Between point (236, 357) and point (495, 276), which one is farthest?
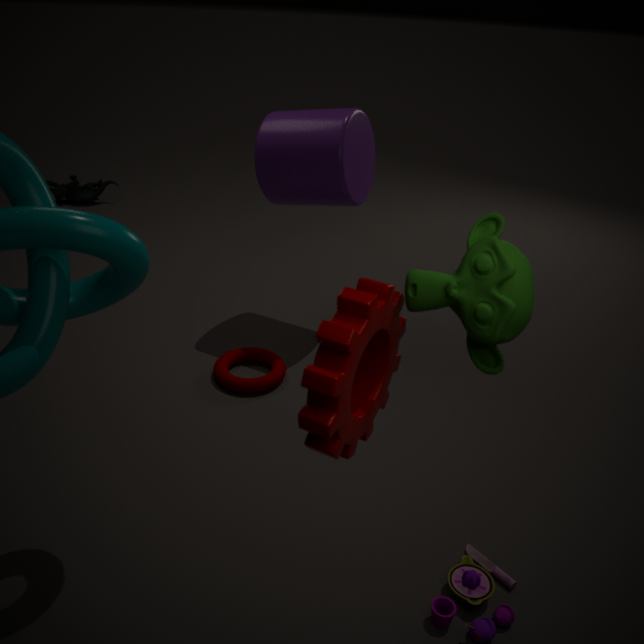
point (236, 357)
